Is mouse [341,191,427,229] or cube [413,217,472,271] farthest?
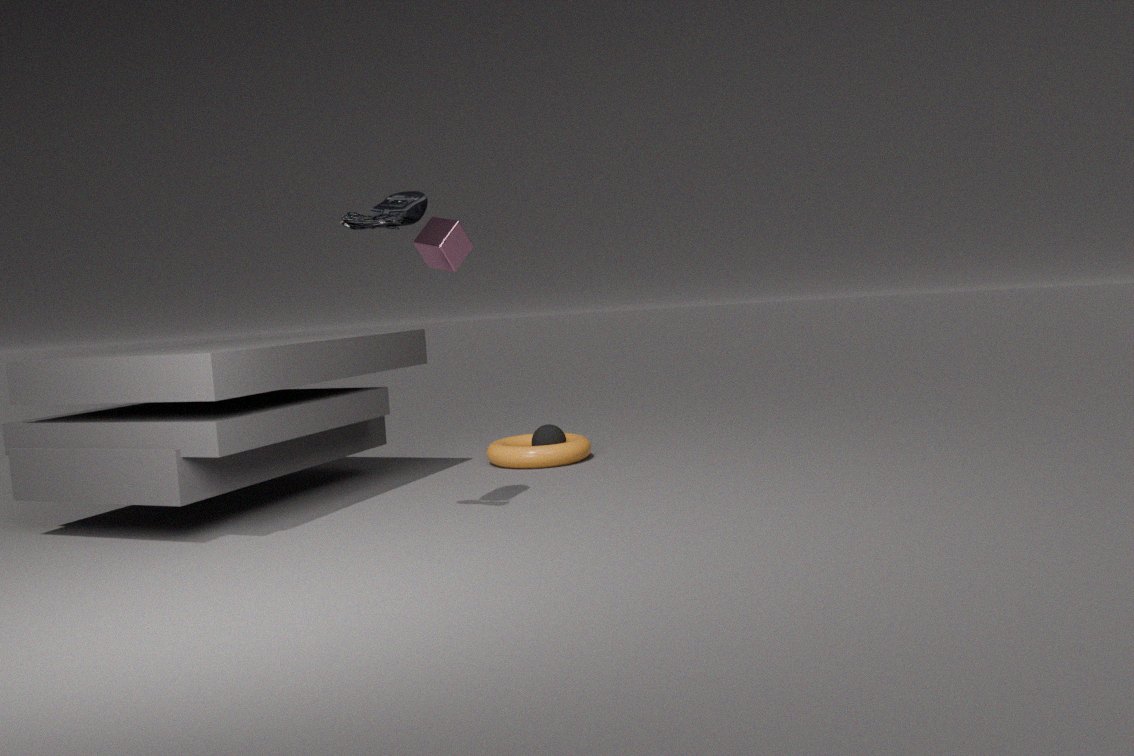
cube [413,217,472,271]
